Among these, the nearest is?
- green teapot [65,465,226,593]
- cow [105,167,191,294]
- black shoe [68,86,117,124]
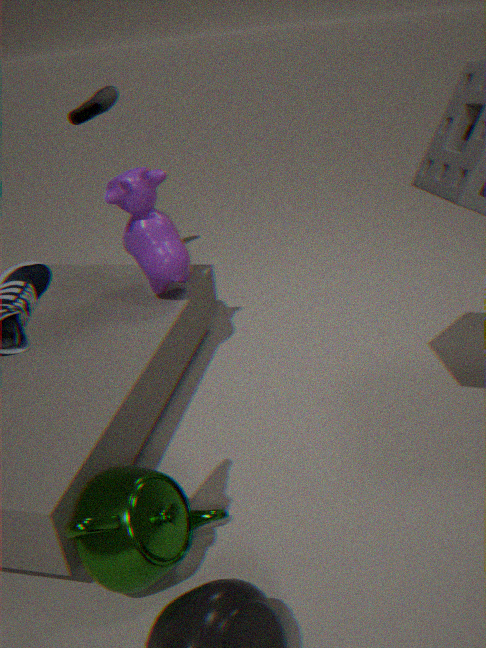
green teapot [65,465,226,593]
